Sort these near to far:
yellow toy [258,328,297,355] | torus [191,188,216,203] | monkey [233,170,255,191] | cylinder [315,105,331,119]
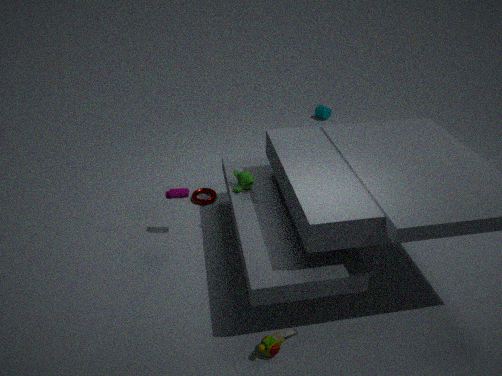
yellow toy [258,328,297,355] < monkey [233,170,255,191] < torus [191,188,216,203] < cylinder [315,105,331,119]
